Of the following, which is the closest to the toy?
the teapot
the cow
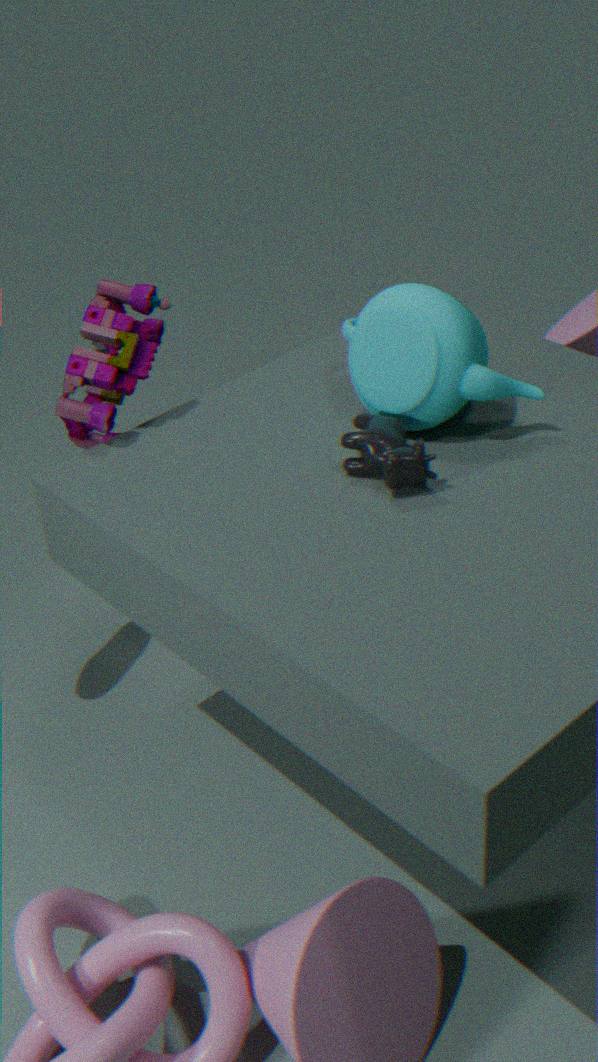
the teapot
